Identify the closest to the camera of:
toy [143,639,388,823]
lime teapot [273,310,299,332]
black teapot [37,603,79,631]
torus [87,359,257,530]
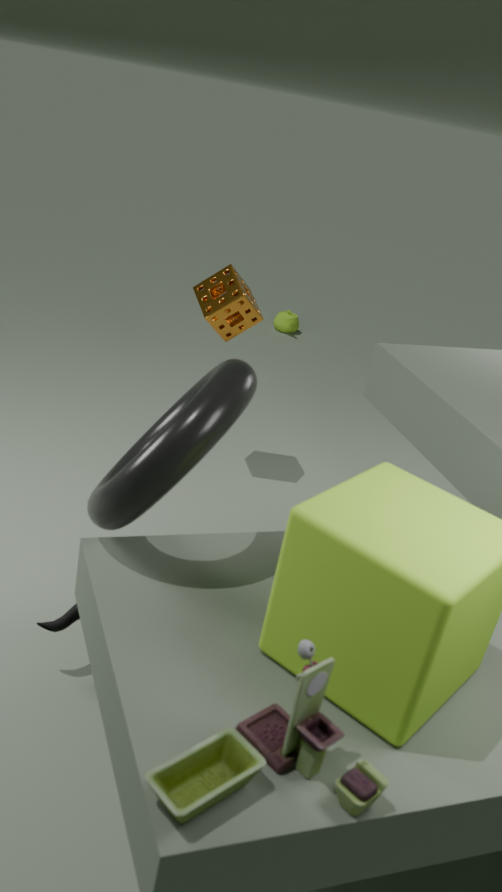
toy [143,639,388,823]
